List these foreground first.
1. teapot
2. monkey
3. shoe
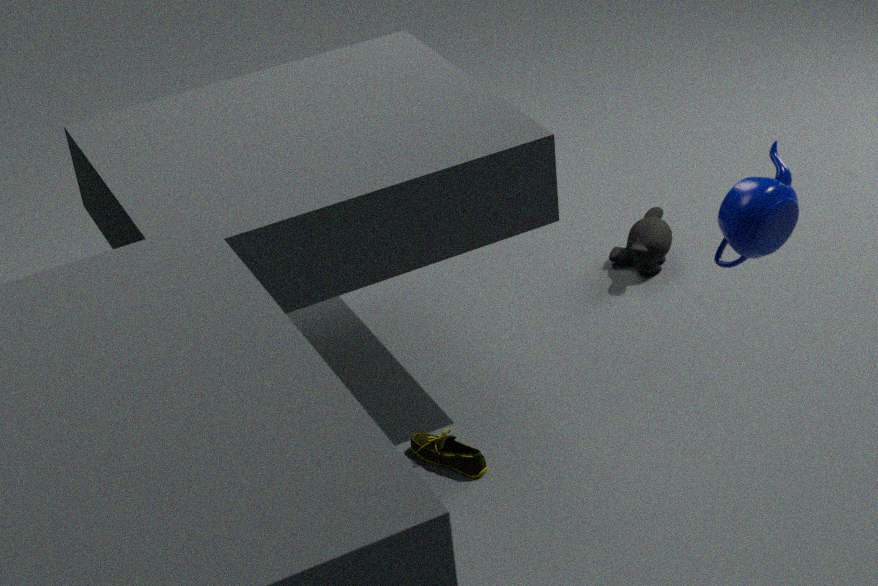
teapot → shoe → monkey
